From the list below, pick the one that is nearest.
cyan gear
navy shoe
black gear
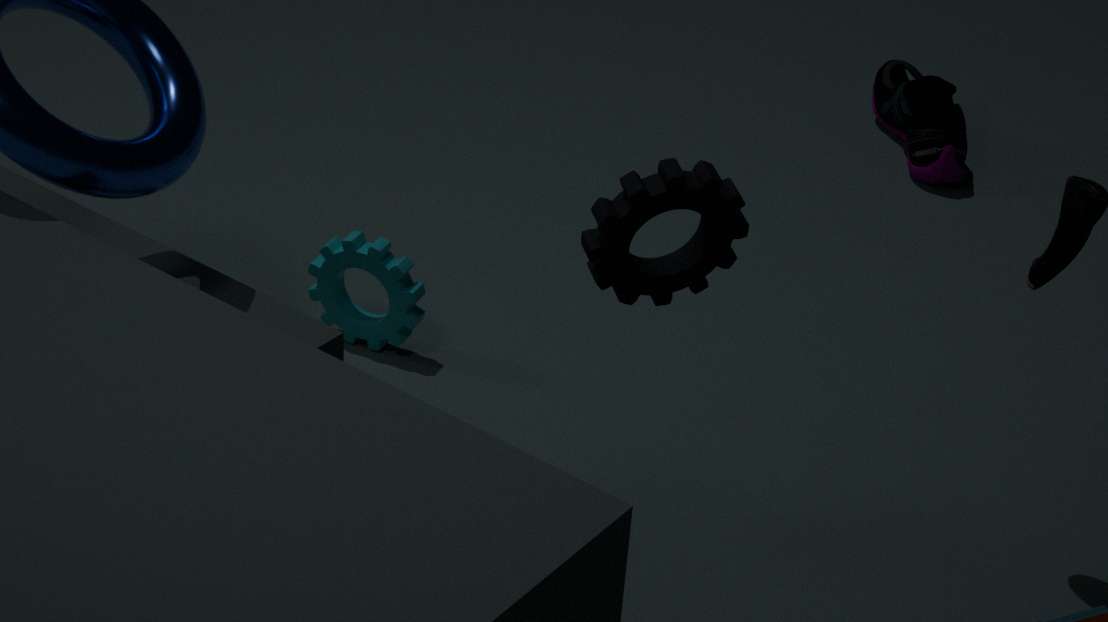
black gear
